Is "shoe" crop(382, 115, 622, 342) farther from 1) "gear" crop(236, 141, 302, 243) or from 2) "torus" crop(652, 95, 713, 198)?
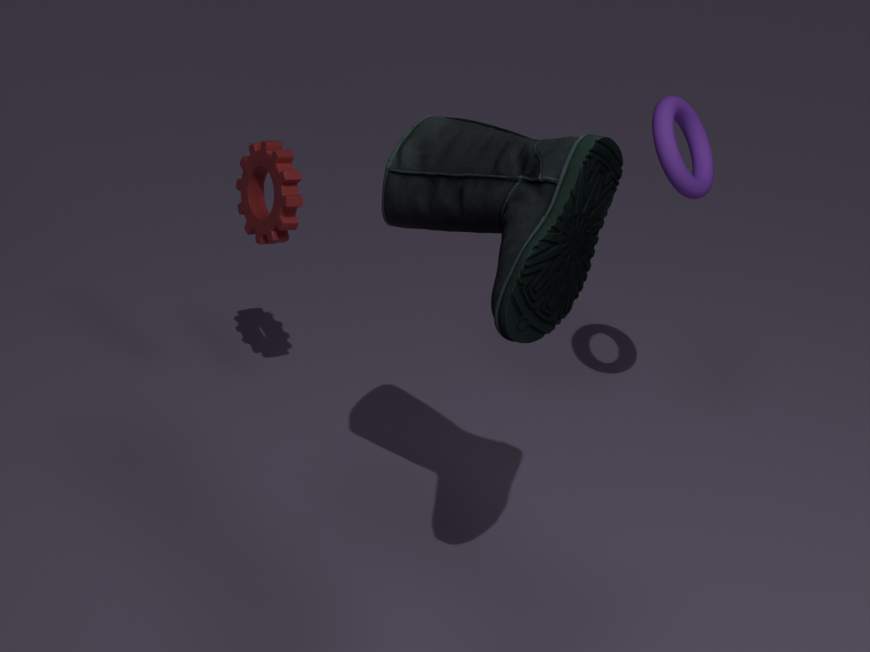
1) "gear" crop(236, 141, 302, 243)
